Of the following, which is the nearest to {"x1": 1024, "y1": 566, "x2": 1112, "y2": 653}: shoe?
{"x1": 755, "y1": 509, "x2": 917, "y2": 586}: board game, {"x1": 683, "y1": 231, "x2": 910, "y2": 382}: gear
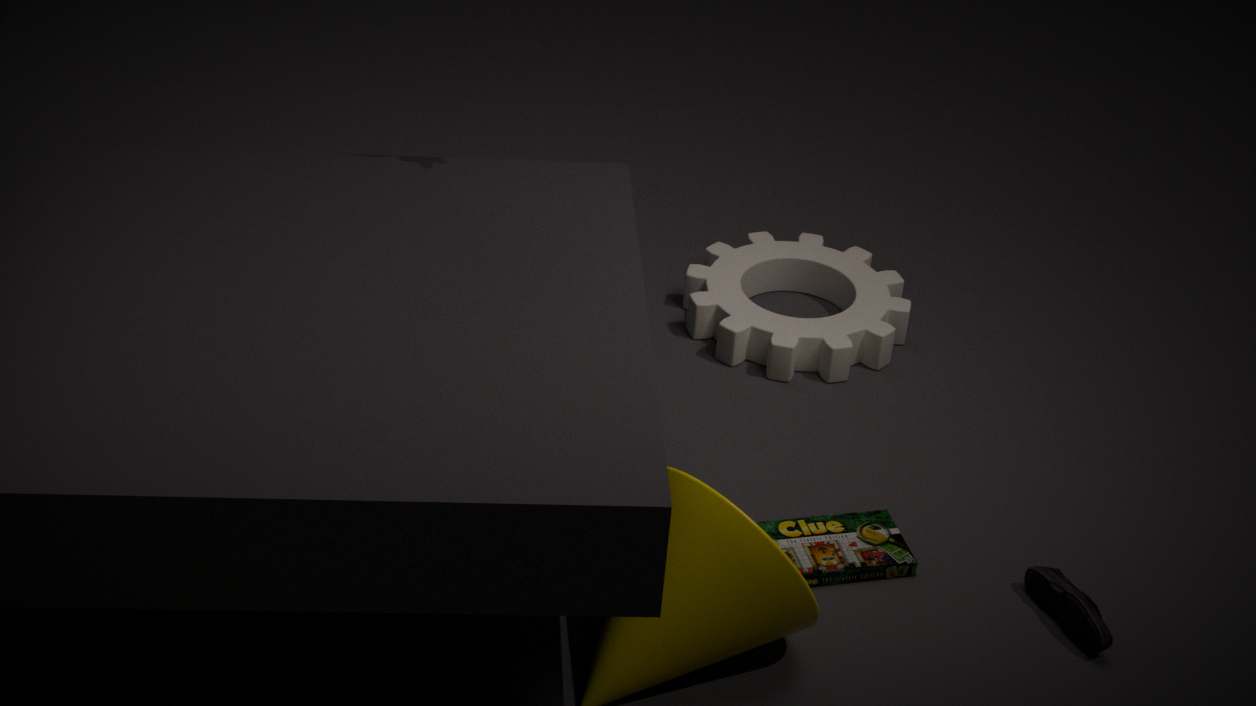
{"x1": 755, "y1": 509, "x2": 917, "y2": 586}: board game
